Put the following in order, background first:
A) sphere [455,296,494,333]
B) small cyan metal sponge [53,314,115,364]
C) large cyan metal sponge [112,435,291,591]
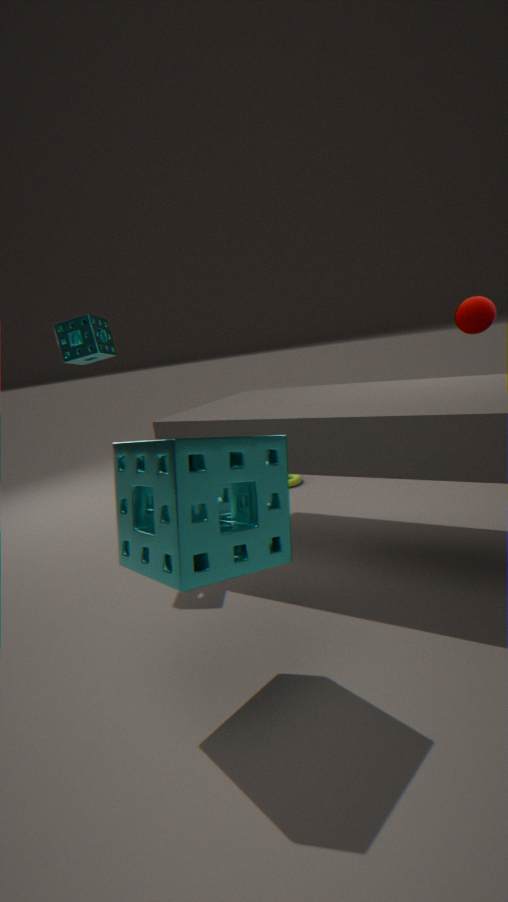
sphere [455,296,494,333] < small cyan metal sponge [53,314,115,364] < large cyan metal sponge [112,435,291,591]
